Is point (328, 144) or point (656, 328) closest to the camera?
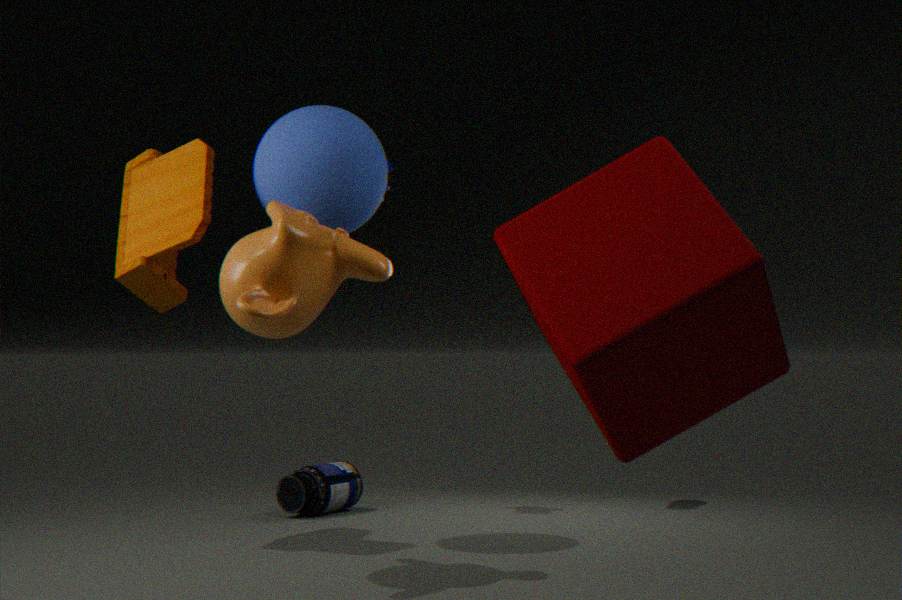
point (656, 328)
